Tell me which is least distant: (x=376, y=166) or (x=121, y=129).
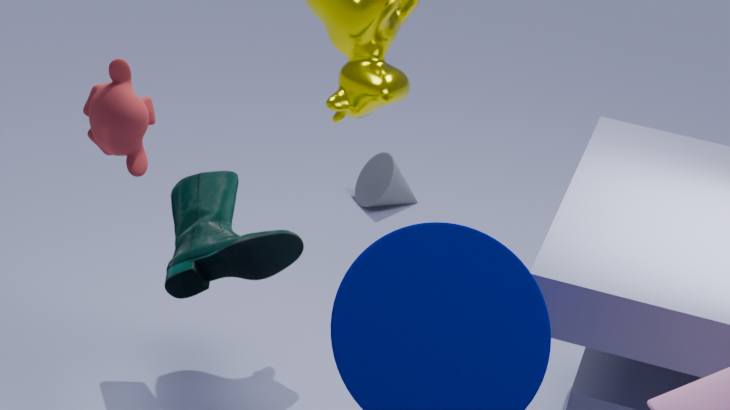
(x=121, y=129)
